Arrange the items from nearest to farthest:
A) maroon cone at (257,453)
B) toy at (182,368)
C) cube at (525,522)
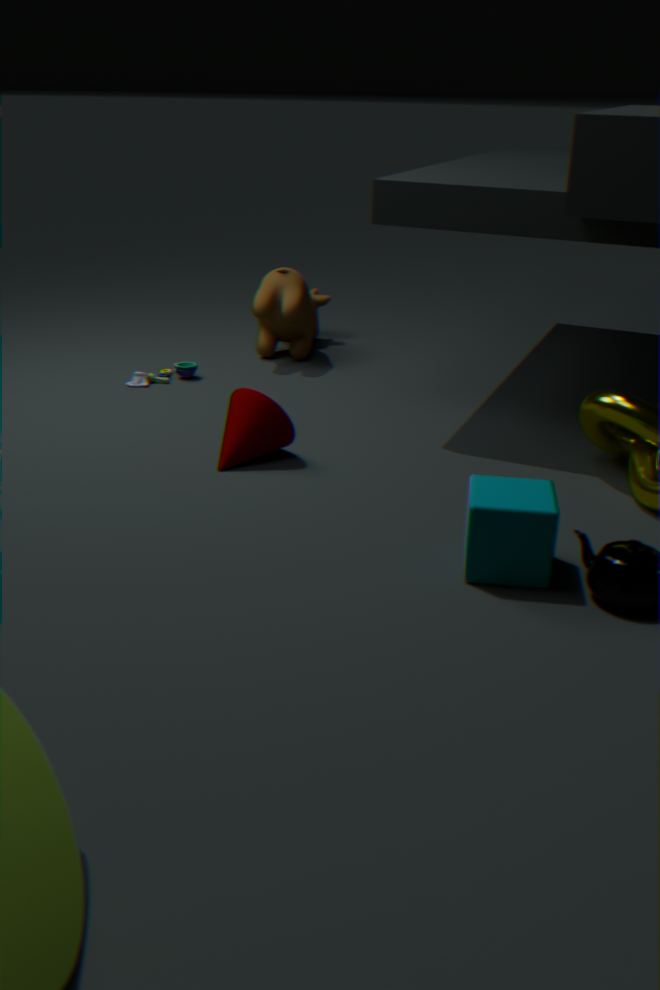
cube at (525,522), maroon cone at (257,453), toy at (182,368)
